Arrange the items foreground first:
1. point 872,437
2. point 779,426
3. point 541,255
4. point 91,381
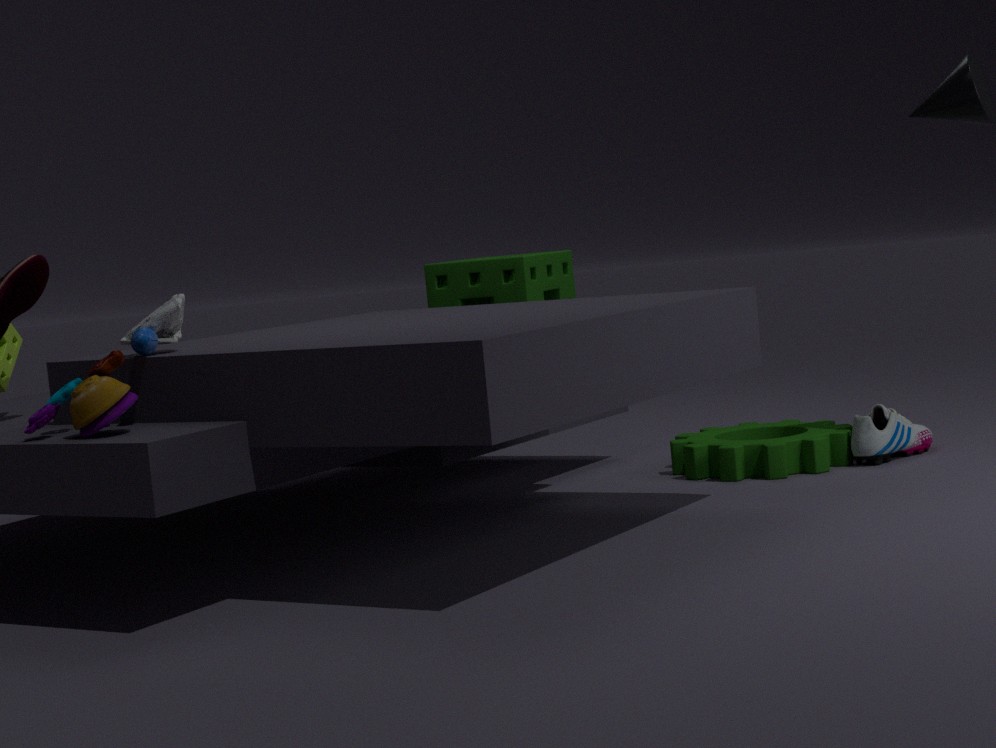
point 91,381 < point 872,437 < point 779,426 < point 541,255
